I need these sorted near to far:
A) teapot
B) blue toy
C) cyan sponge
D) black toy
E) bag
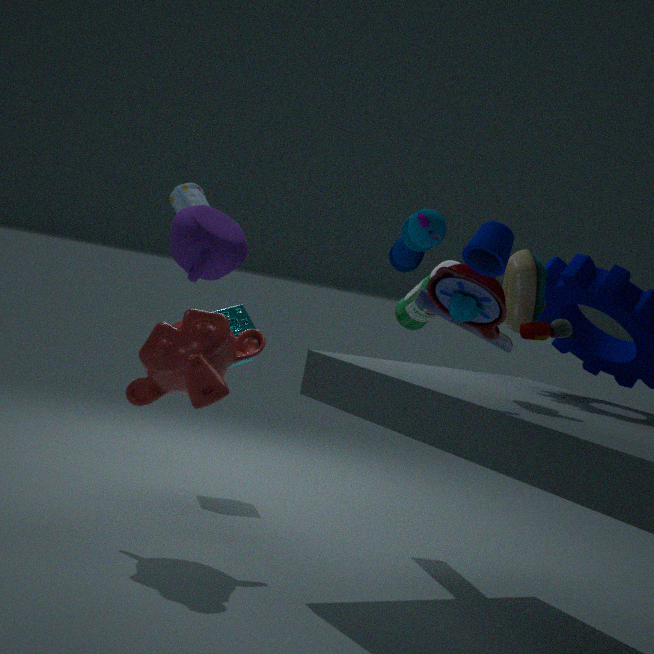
teapot < blue toy < black toy < bag < cyan sponge
